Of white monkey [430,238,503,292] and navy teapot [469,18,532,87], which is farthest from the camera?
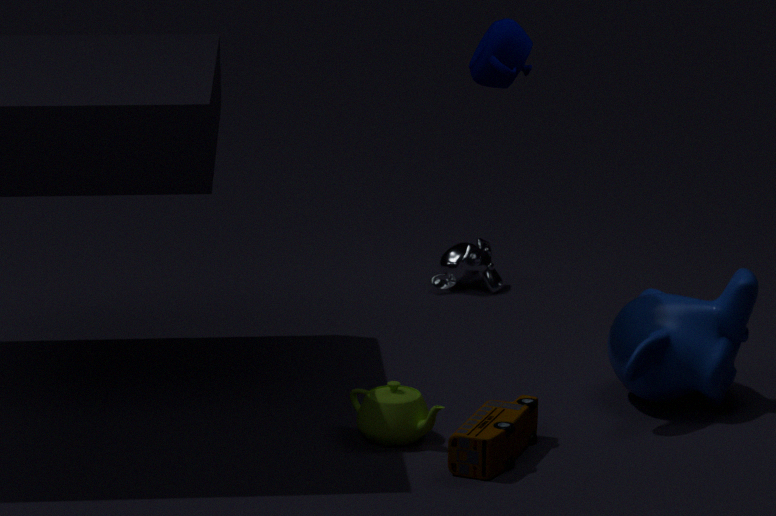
white monkey [430,238,503,292]
